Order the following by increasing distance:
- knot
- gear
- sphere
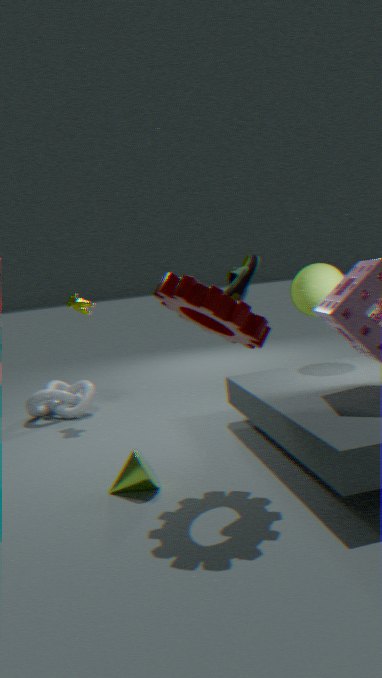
gear, sphere, knot
